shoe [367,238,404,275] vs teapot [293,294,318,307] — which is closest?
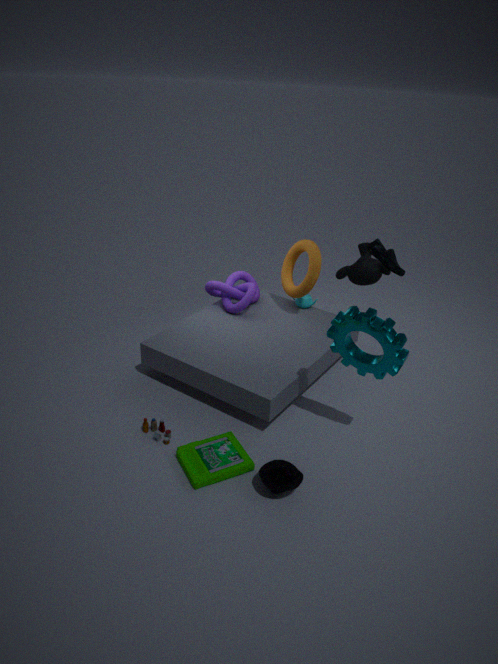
shoe [367,238,404,275]
